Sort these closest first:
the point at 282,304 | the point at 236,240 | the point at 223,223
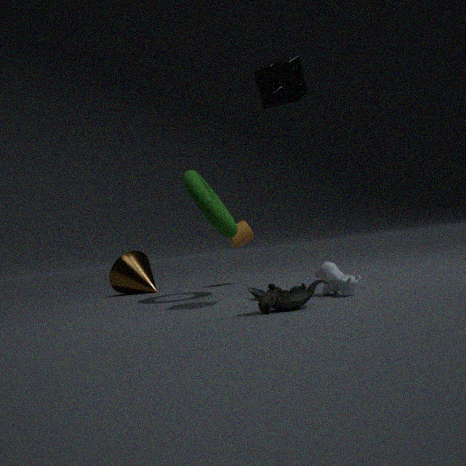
the point at 282,304 < the point at 223,223 < the point at 236,240
